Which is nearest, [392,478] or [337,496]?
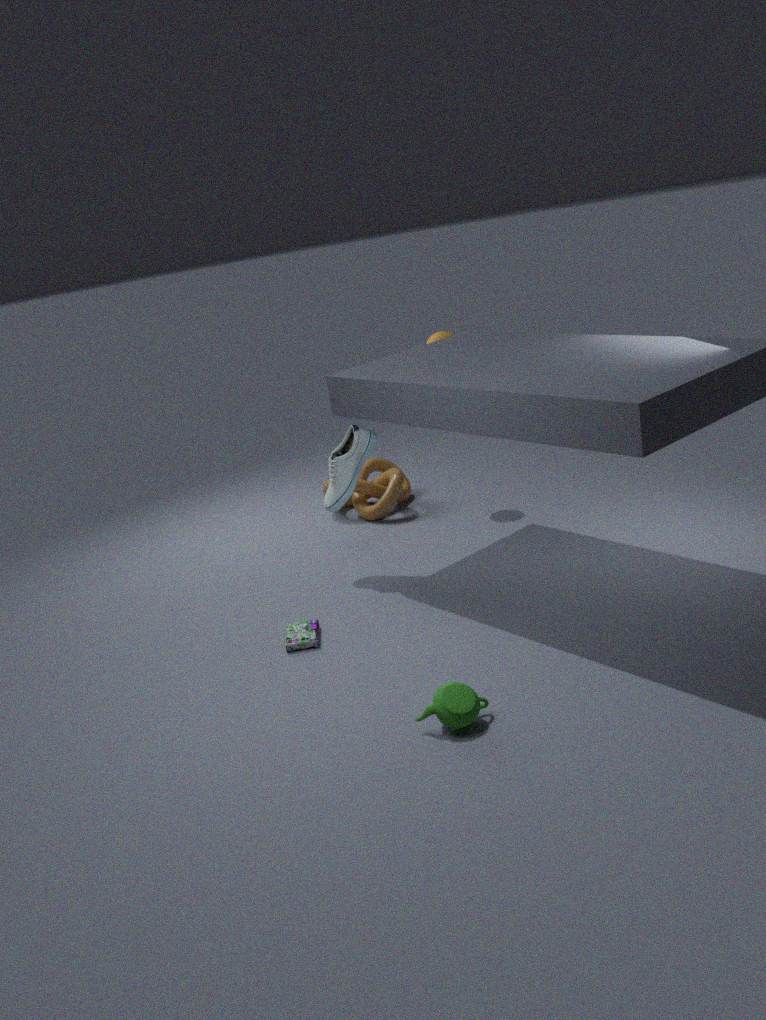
[337,496]
